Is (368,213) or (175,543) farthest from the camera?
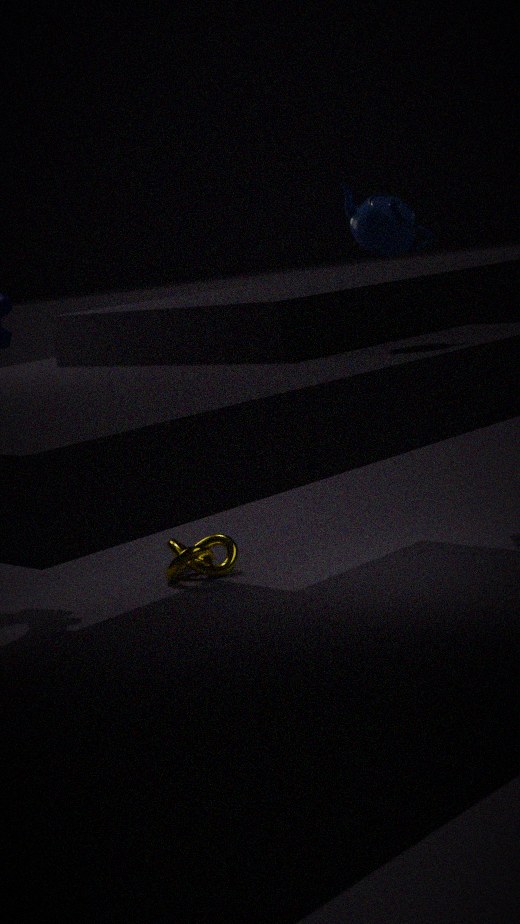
(175,543)
